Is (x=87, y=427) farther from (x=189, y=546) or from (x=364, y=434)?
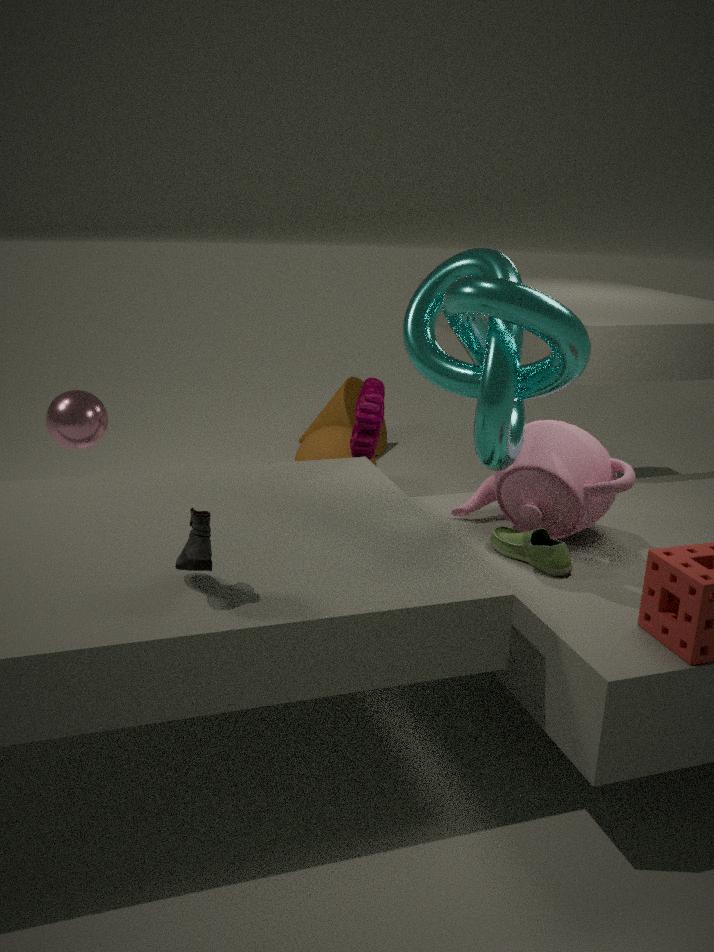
(x=189, y=546)
